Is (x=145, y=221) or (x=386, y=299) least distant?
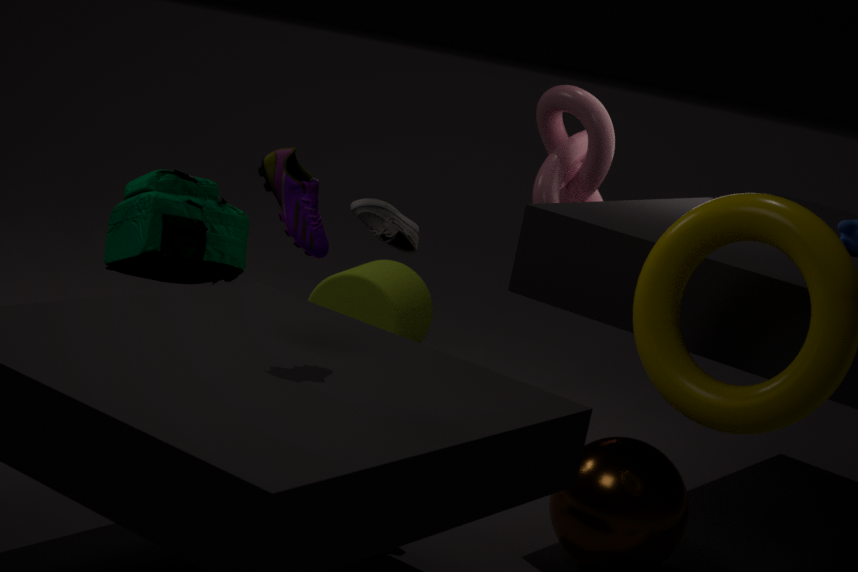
(x=145, y=221)
